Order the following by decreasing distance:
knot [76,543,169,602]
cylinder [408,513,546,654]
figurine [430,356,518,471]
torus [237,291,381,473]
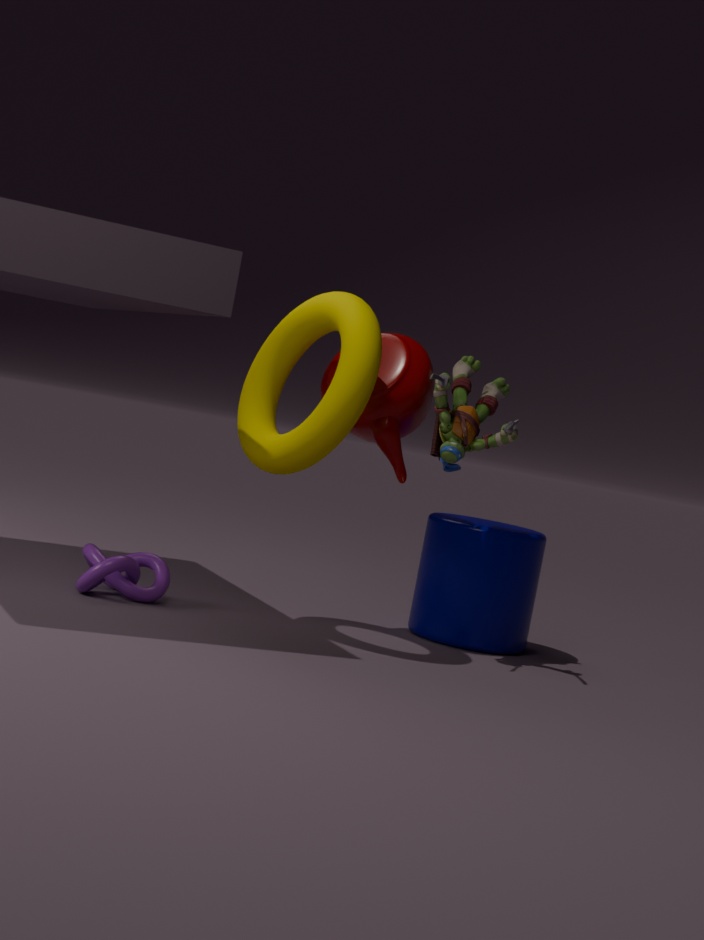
cylinder [408,513,546,654] < figurine [430,356,518,471] < knot [76,543,169,602] < torus [237,291,381,473]
